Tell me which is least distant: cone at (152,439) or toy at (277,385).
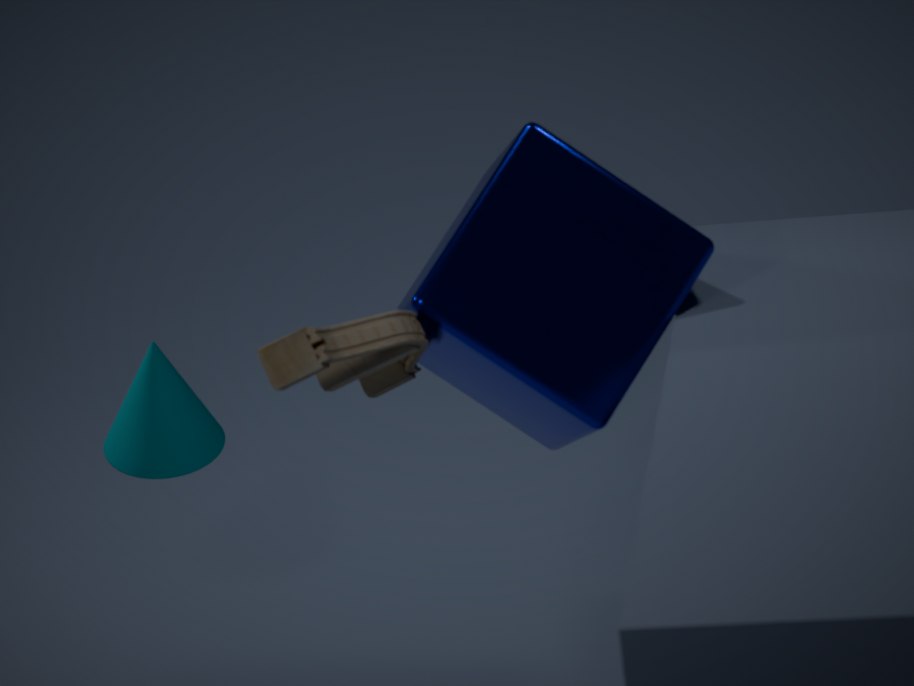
toy at (277,385)
